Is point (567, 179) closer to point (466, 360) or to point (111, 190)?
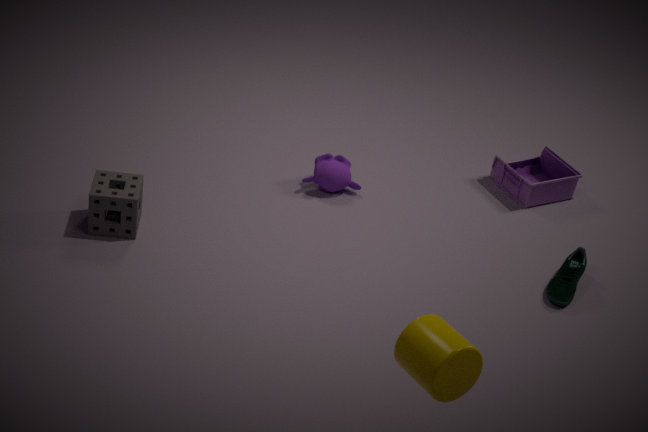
point (111, 190)
